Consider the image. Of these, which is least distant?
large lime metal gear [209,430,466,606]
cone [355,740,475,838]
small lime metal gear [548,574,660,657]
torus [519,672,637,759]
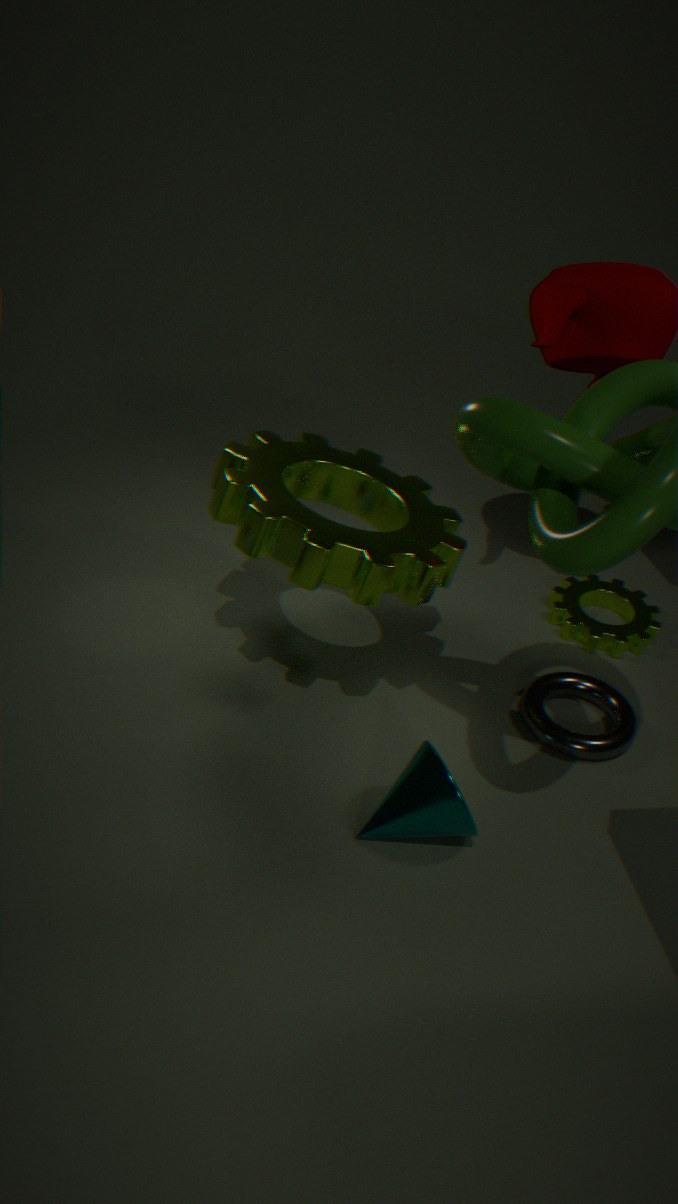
cone [355,740,475,838]
